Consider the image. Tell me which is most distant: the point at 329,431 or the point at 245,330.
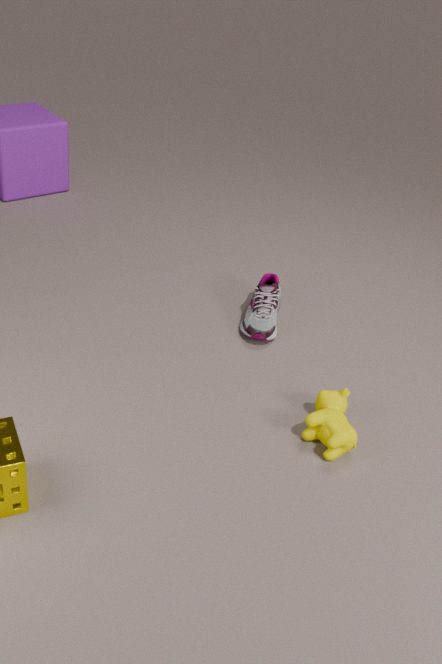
the point at 245,330
